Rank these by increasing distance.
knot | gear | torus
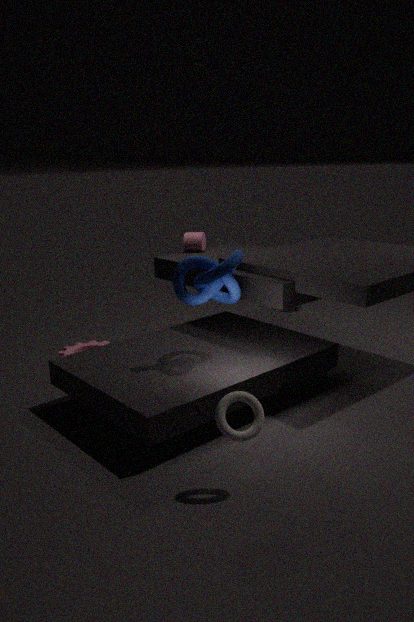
torus, knot, gear
